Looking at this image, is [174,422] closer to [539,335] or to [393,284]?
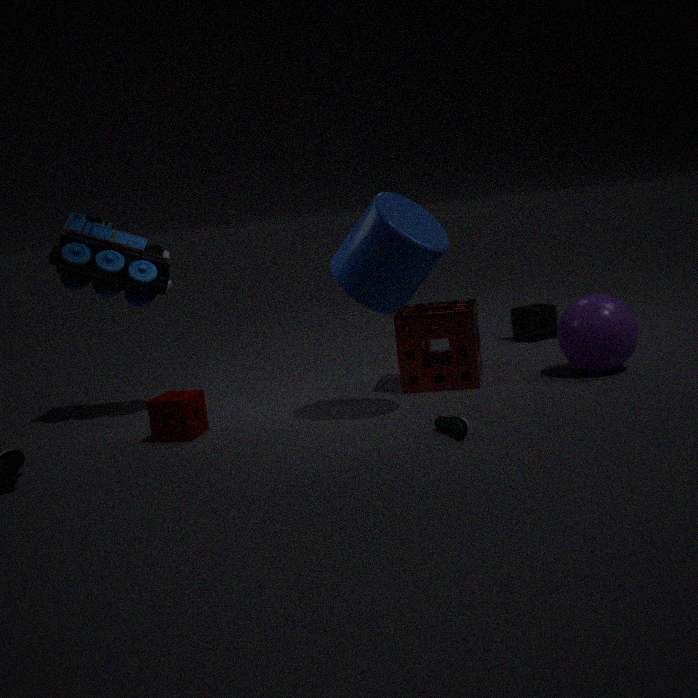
[393,284]
